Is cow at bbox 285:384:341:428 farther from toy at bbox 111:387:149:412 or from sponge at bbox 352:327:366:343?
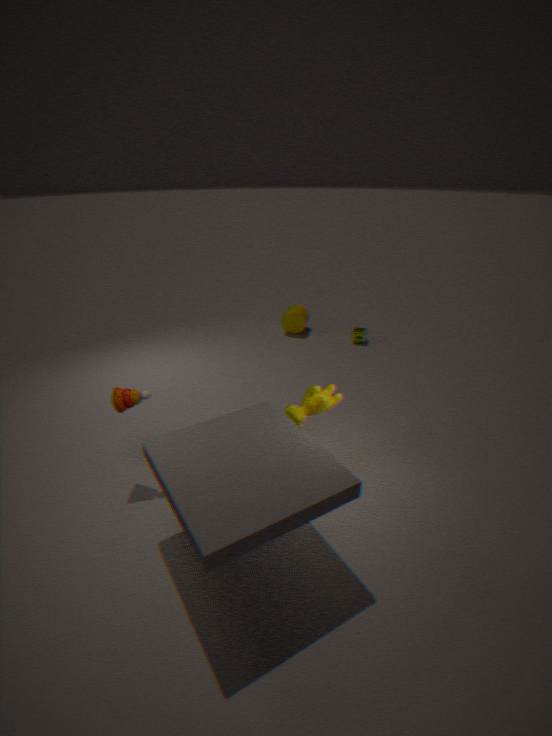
sponge at bbox 352:327:366:343
